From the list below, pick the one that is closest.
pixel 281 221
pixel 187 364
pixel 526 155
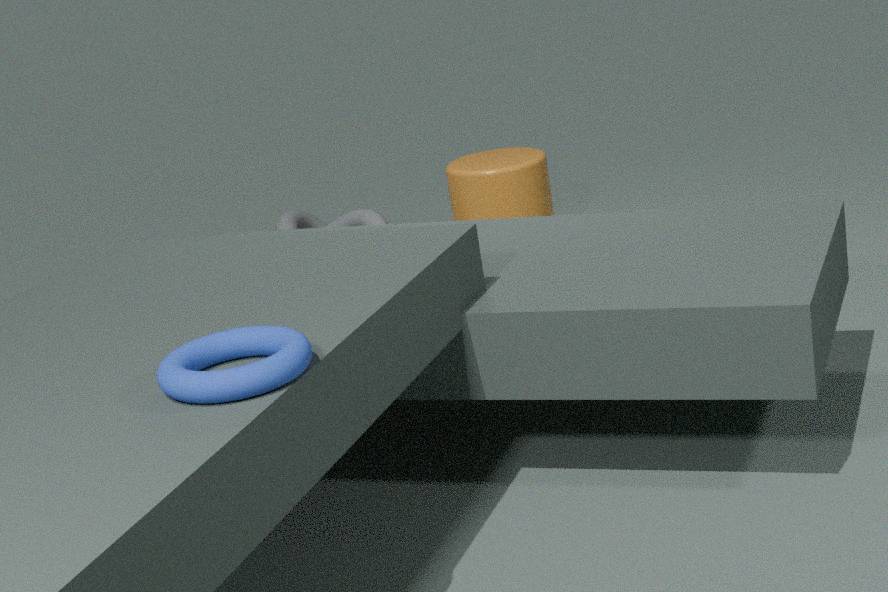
pixel 187 364
